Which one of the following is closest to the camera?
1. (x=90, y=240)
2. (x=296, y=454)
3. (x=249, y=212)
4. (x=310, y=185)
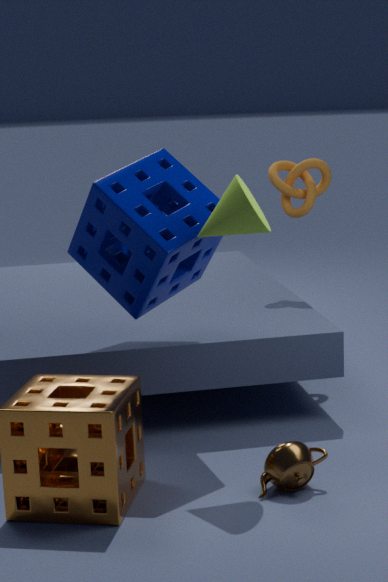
(x=249, y=212)
